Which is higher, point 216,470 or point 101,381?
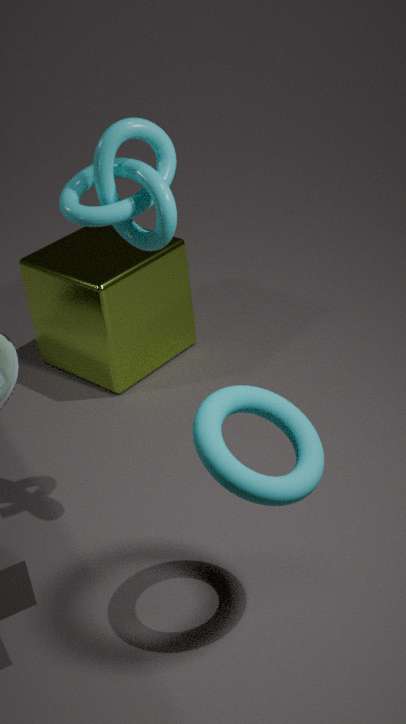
point 216,470
